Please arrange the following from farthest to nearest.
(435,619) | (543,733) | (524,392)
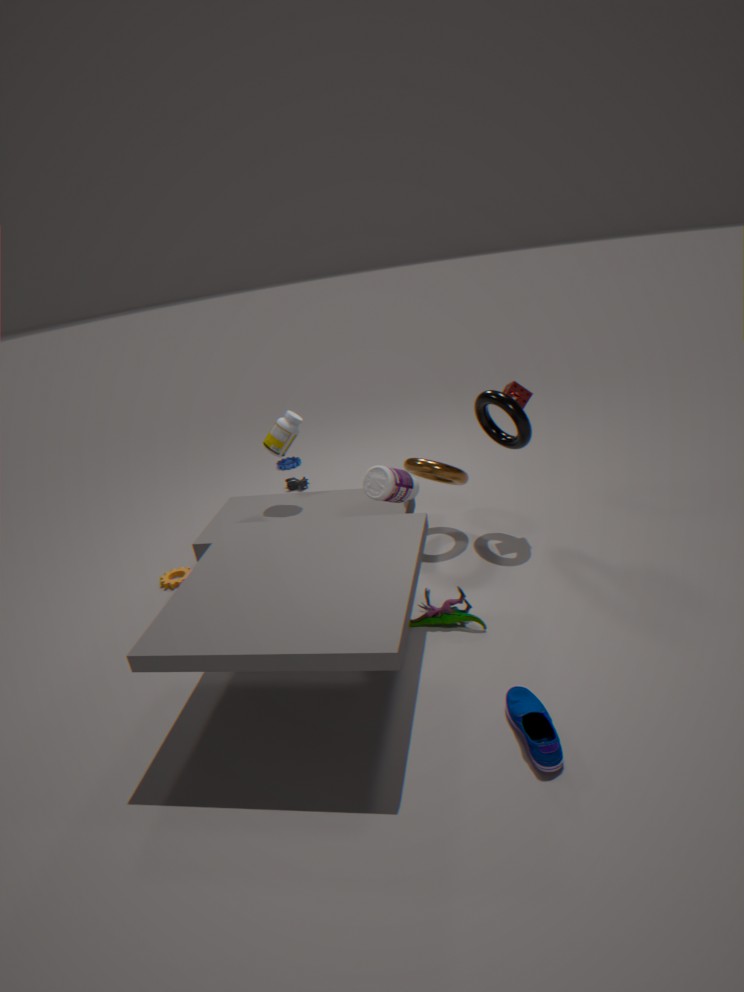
(524,392)
(435,619)
(543,733)
